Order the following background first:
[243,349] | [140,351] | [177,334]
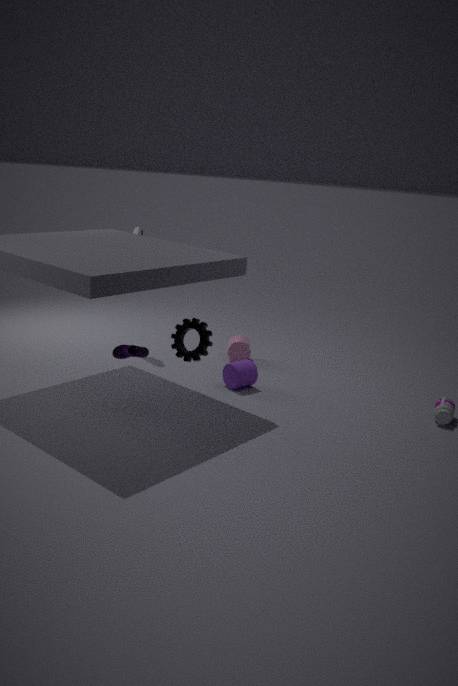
[243,349] → [177,334] → [140,351]
